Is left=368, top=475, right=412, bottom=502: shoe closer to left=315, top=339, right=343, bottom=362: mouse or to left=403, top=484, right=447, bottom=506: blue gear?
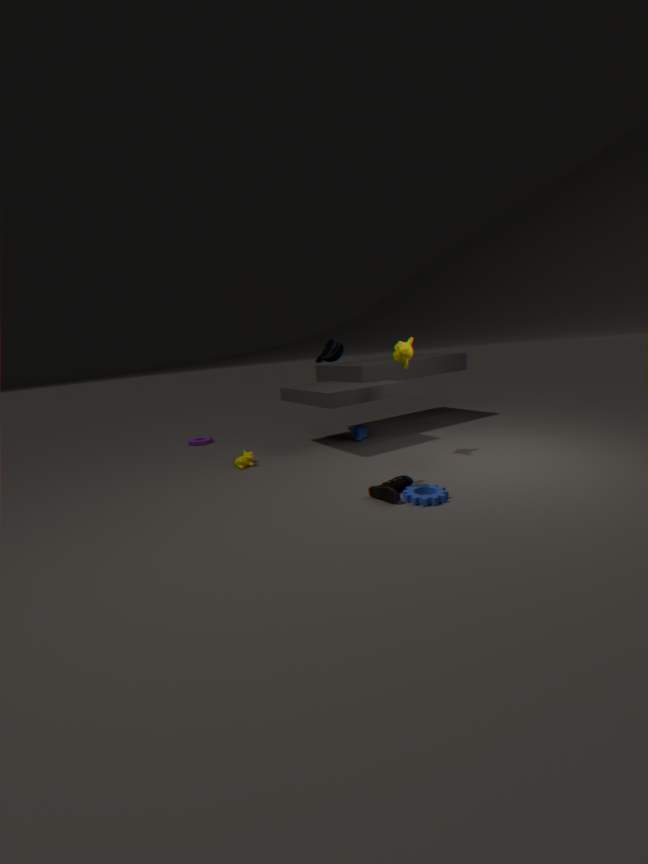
left=403, top=484, right=447, bottom=506: blue gear
